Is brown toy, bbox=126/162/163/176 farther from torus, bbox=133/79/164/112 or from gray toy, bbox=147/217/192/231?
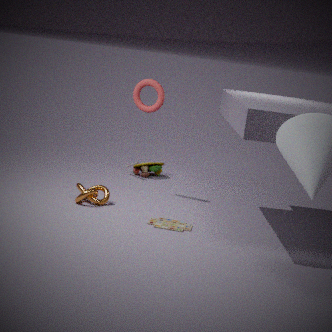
gray toy, bbox=147/217/192/231
